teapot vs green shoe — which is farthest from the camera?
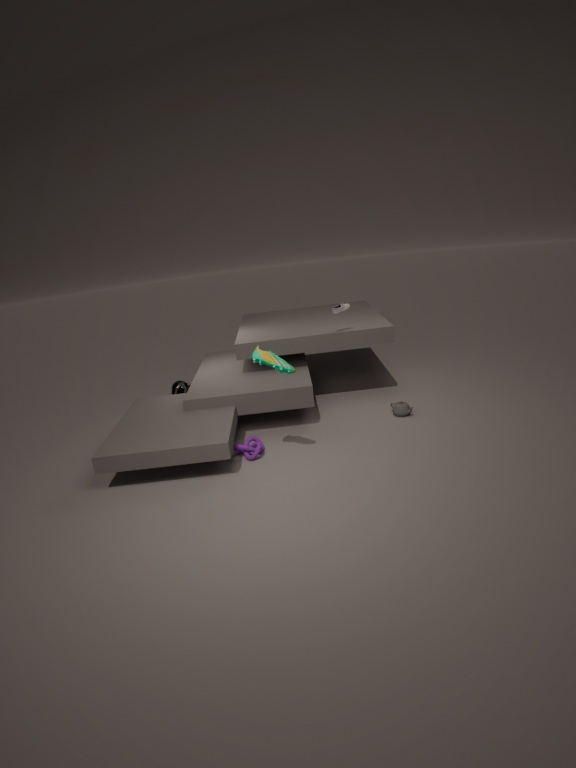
teapot
